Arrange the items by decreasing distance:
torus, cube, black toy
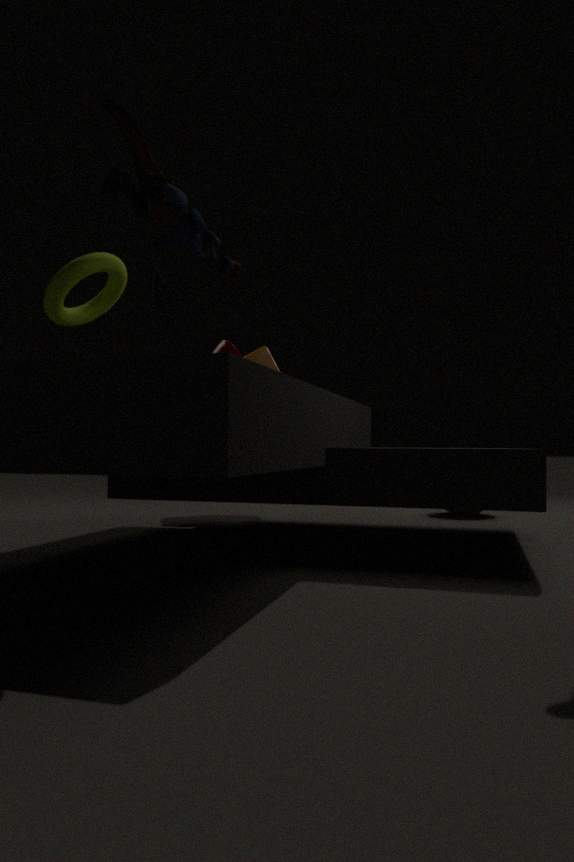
1. cube
2. torus
3. black toy
